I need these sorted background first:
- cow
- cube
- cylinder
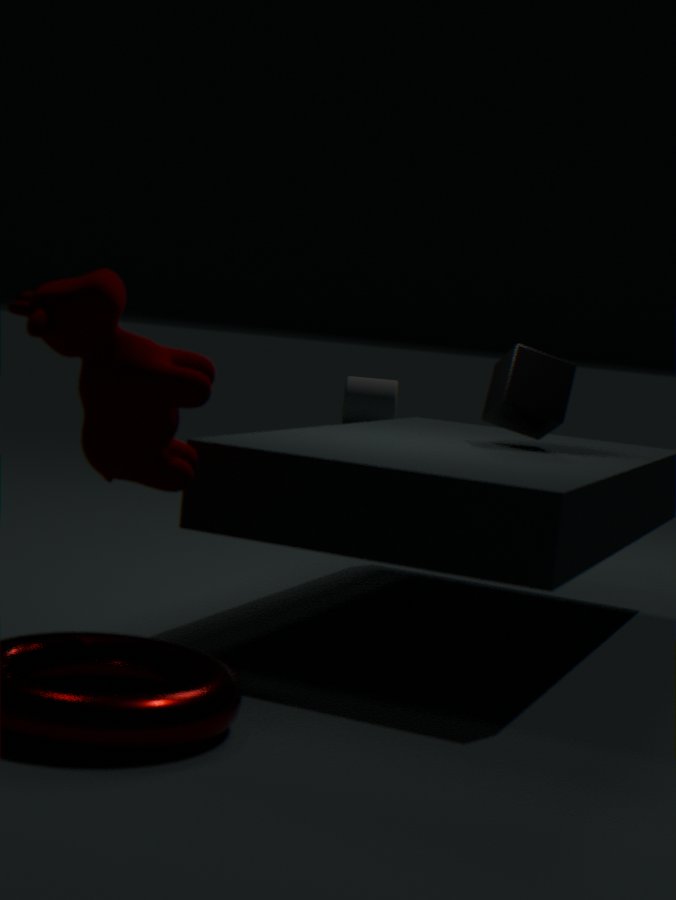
cylinder < cube < cow
